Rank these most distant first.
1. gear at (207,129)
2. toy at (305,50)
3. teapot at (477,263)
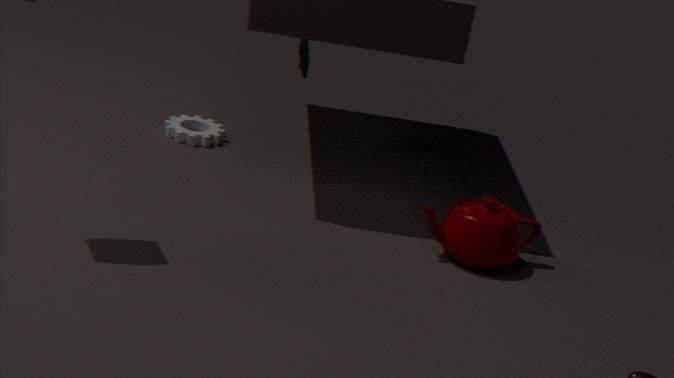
toy at (305,50), gear at (207,129), teapot at (477,263)
